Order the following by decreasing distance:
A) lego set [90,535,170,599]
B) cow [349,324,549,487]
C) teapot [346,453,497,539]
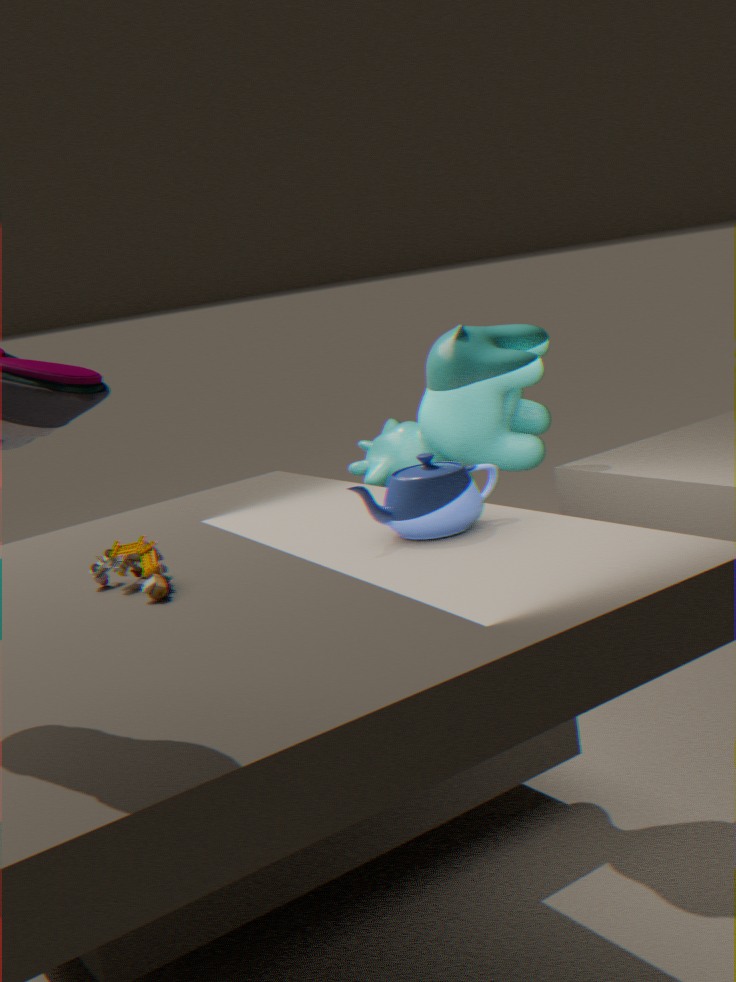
cow [349,324,549,487]
teapot [346,453,497,539]
lego set [90,535,170,599]
